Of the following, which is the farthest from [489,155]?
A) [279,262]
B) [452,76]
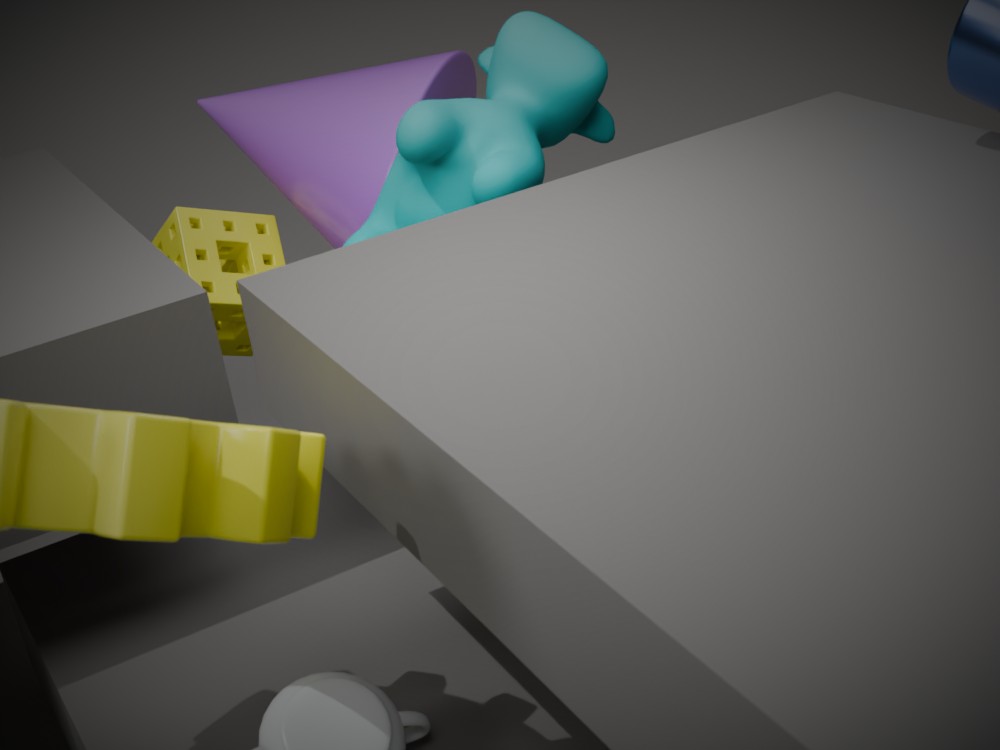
[279,262]
